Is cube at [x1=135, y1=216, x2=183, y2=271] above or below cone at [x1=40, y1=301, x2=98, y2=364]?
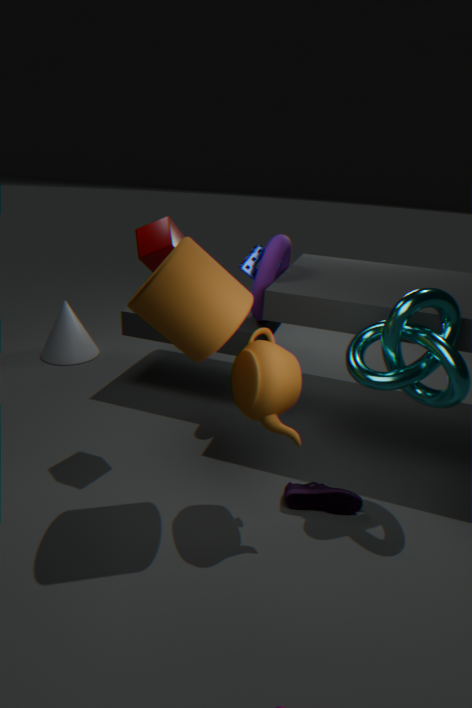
above
